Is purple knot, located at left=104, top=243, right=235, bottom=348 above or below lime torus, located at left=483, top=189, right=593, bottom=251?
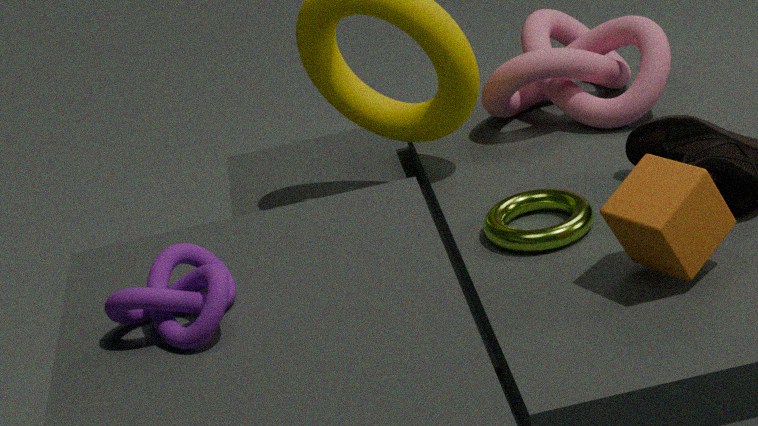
above
